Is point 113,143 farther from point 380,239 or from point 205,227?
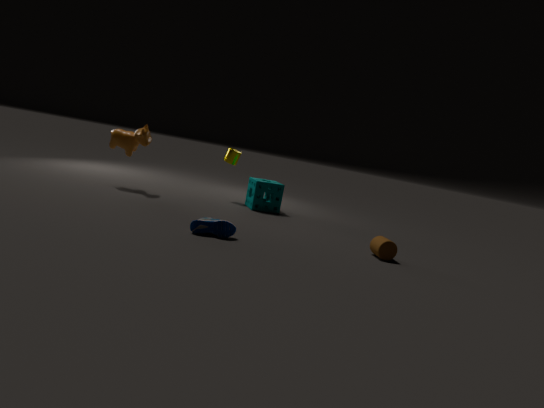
point 380,239
